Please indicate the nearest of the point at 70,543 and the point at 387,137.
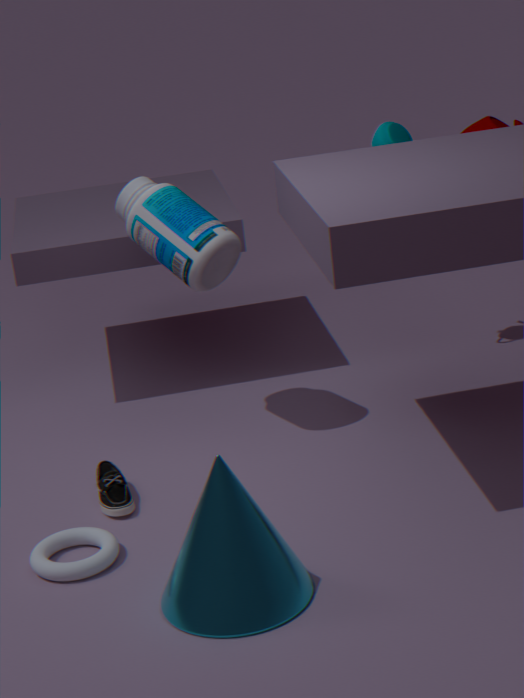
the point at 70,543
